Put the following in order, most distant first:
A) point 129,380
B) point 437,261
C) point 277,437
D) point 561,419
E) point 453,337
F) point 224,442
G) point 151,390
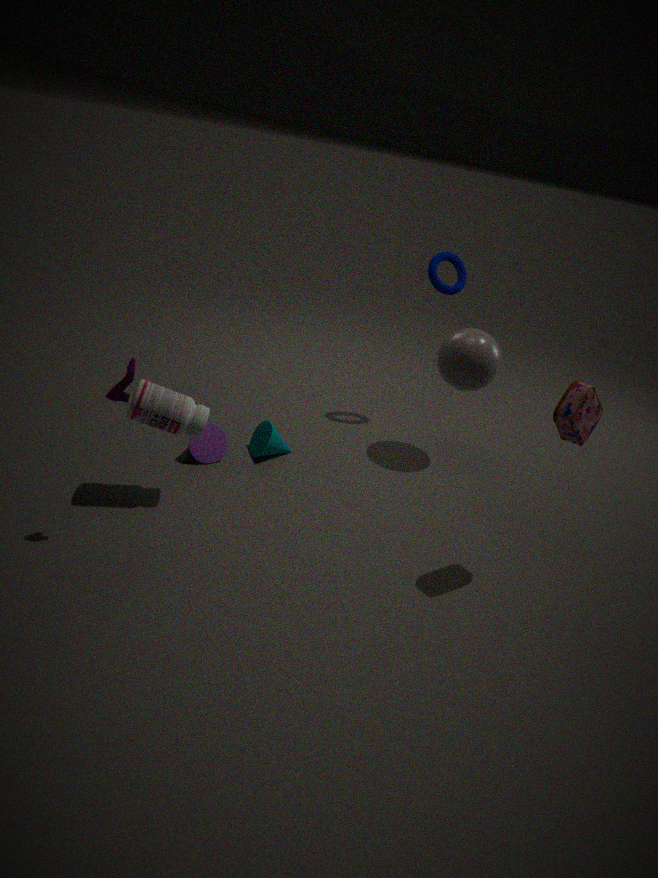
point 437,261, point 453,337, point 277,437, point 224,442, point 151,390, point 561,419, point 129,380
